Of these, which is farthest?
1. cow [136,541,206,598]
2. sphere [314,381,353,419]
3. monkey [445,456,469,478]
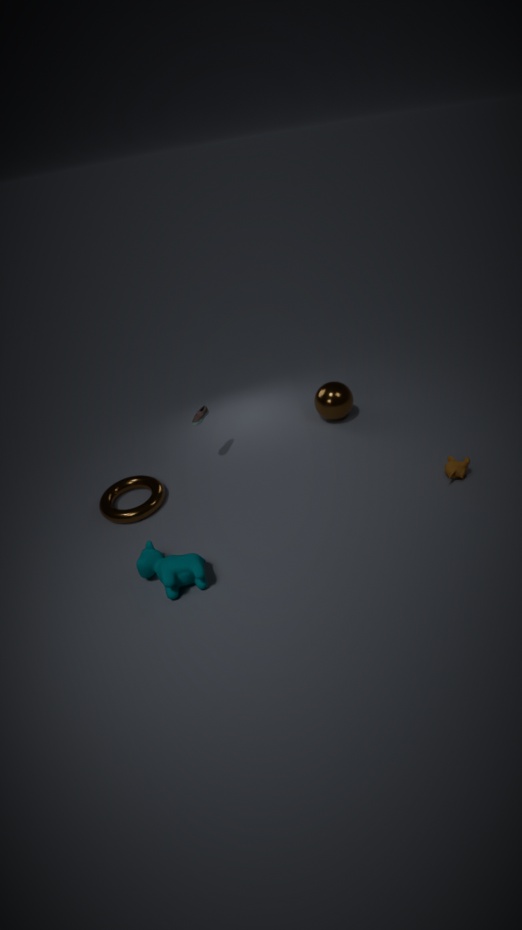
sphere [314,381,353,419]
